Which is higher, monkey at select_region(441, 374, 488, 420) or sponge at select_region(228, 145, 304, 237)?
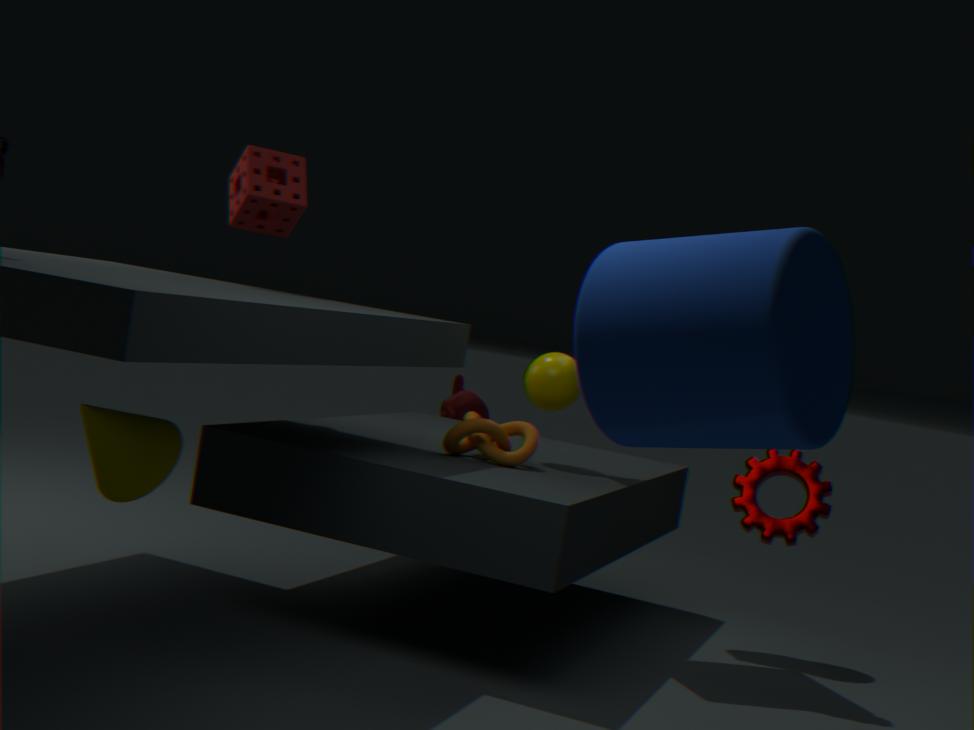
sponge at select_region(228, 145, 304, 237)
